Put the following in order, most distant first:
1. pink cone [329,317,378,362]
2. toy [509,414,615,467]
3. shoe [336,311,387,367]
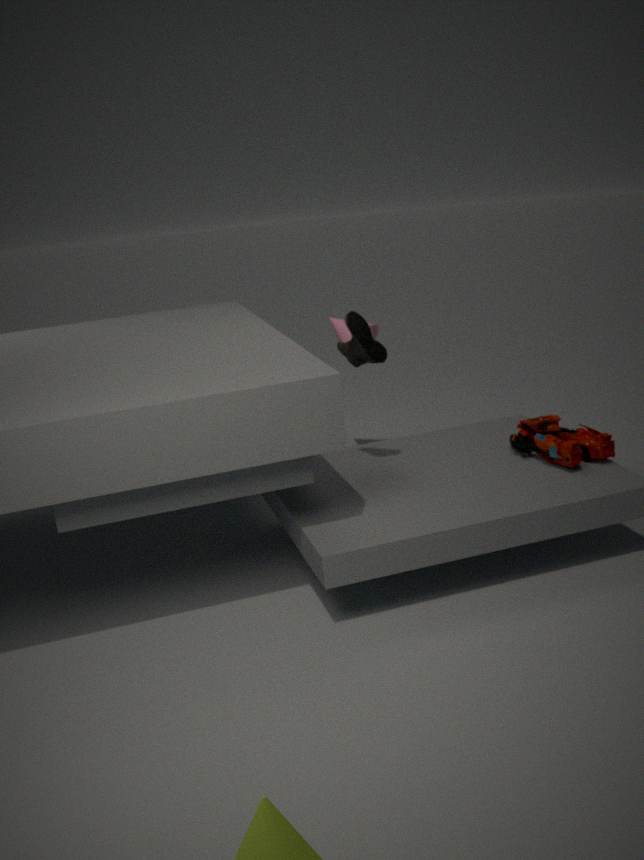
pink cone [329,317,378,362], toy [509,414,615,467], shoe [336,311,387,367]
